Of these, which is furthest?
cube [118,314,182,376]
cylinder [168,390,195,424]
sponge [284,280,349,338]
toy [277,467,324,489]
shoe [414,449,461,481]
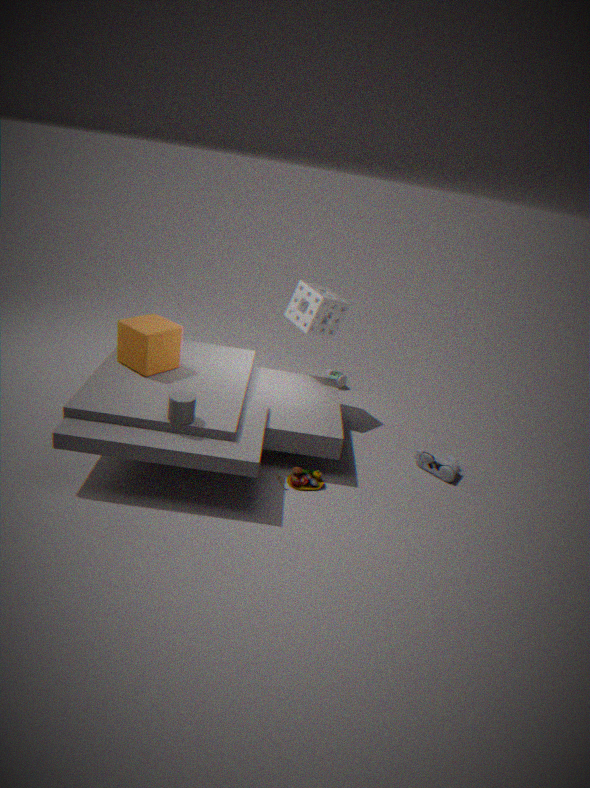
sponge [284,280,349,338]
